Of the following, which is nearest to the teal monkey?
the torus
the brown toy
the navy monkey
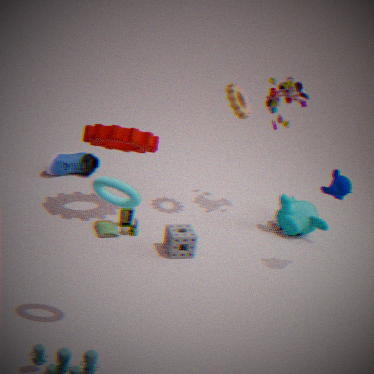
the navy monkey
